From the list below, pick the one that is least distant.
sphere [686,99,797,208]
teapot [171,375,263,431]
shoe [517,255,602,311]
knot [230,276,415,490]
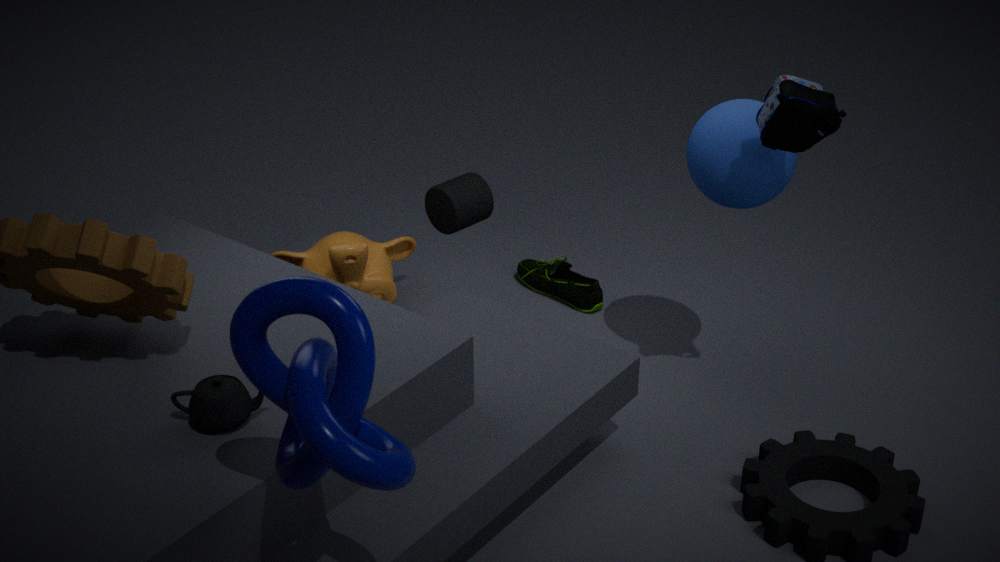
knot [230,276,415,490]
